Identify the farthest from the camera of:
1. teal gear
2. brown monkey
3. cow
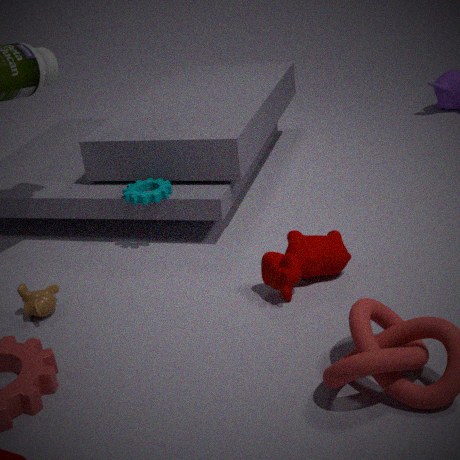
teal gear
